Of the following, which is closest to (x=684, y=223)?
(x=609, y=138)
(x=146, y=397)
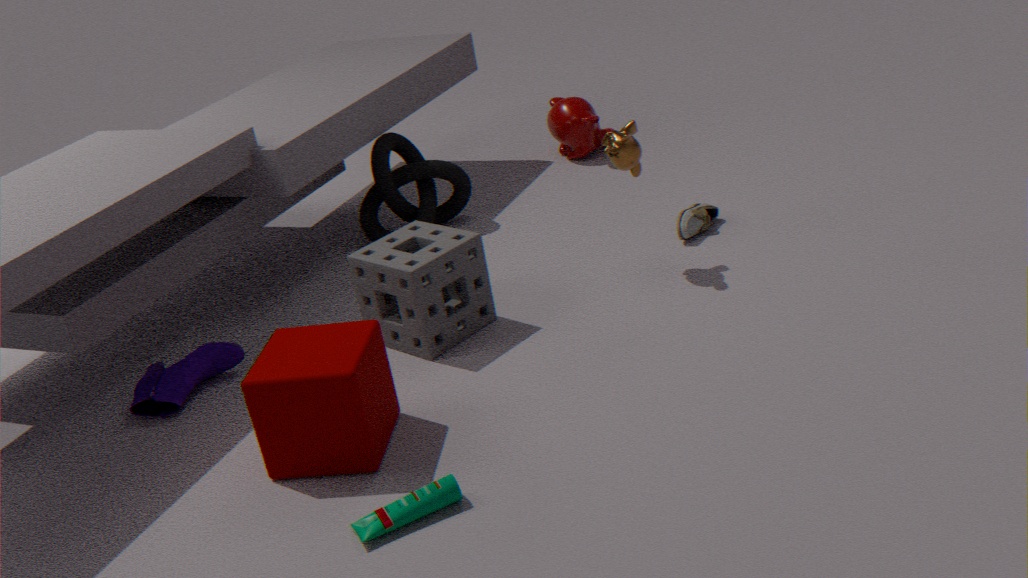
(x=609, y=138)
